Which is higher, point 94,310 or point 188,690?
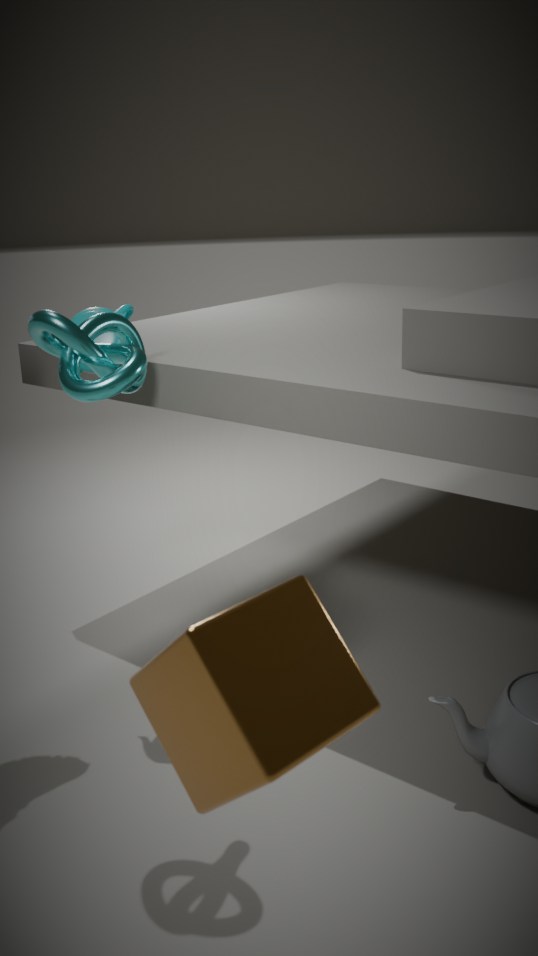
point 94,310
